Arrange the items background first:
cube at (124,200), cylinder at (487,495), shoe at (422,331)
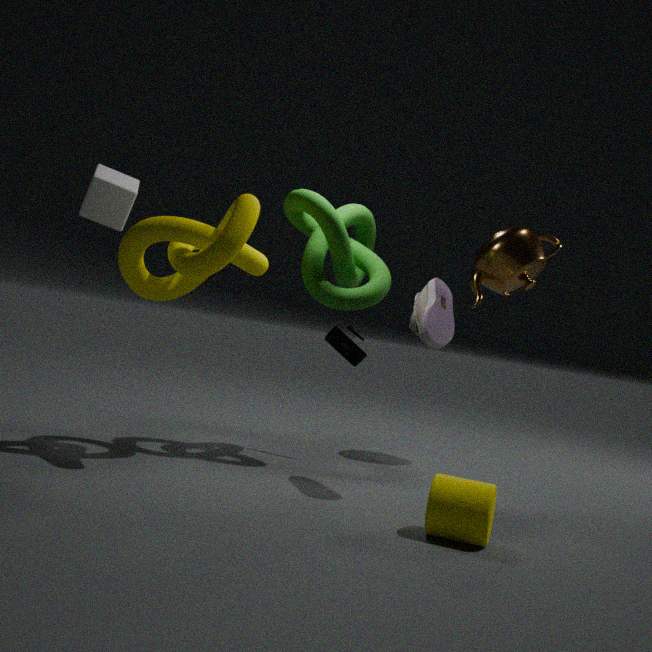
cube at (124,200)
shoe at (422,331)
cylinder at (487,495)
